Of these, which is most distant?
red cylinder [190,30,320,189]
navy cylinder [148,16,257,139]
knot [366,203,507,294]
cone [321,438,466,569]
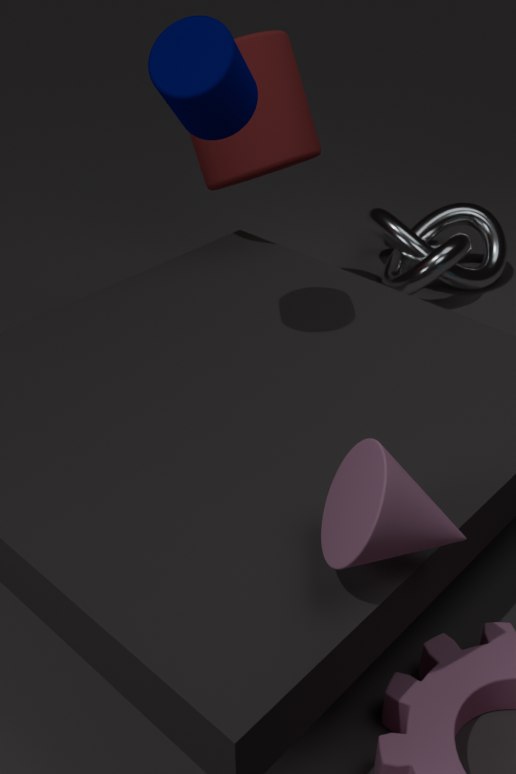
knot [366,203,507,294]
